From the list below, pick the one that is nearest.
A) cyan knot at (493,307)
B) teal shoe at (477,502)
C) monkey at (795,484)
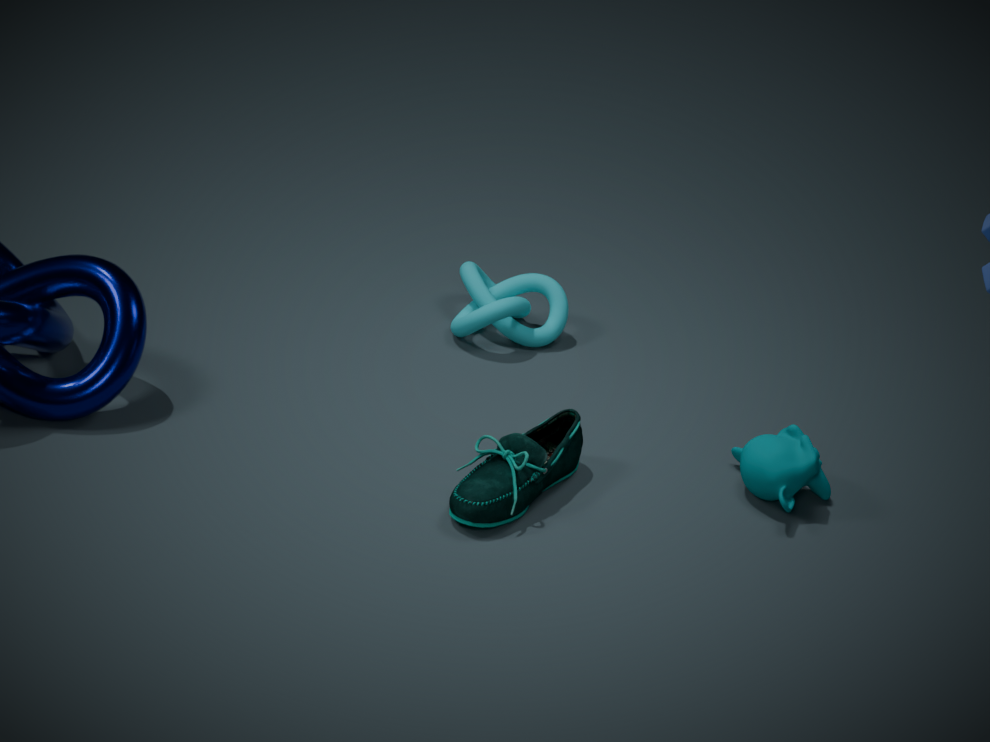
teal shoe at (477,502)
